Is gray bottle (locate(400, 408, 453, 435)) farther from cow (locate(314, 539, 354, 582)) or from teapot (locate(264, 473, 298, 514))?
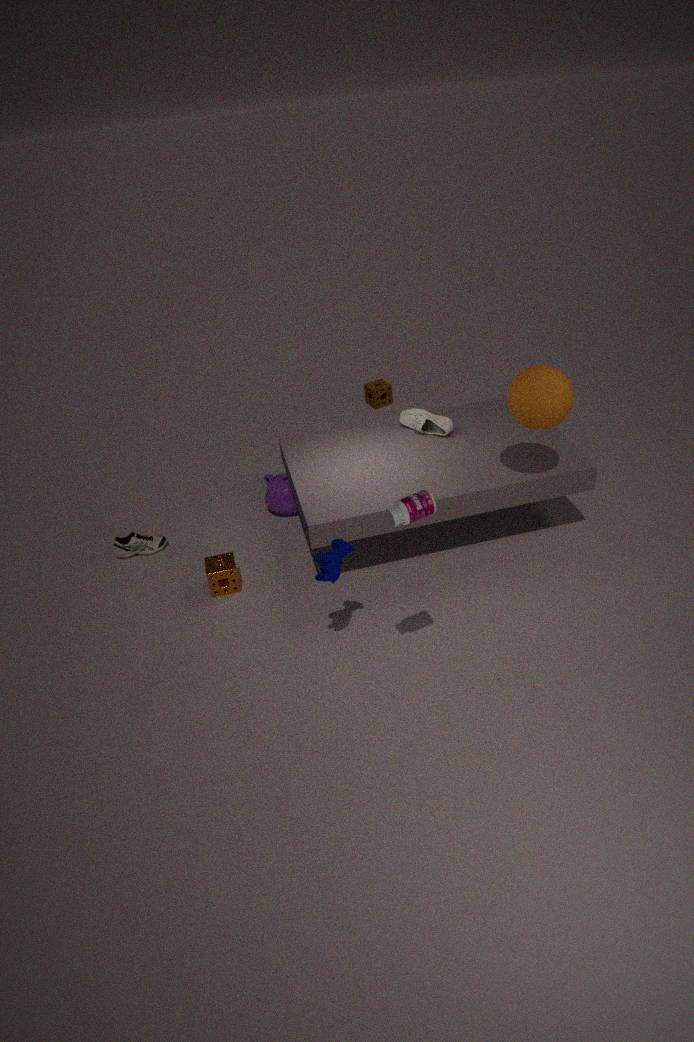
cow (locate(314, 539, 354, 582))
